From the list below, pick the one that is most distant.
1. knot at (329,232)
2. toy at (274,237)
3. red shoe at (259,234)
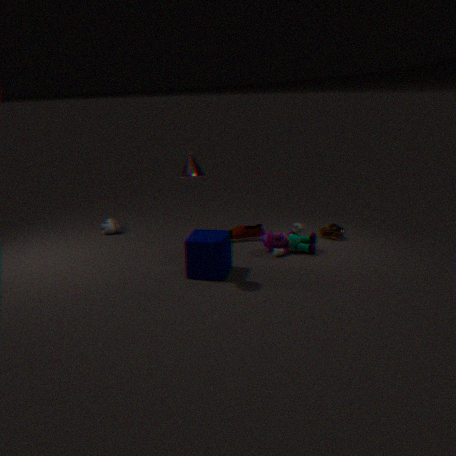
red shoe at (259,234)
